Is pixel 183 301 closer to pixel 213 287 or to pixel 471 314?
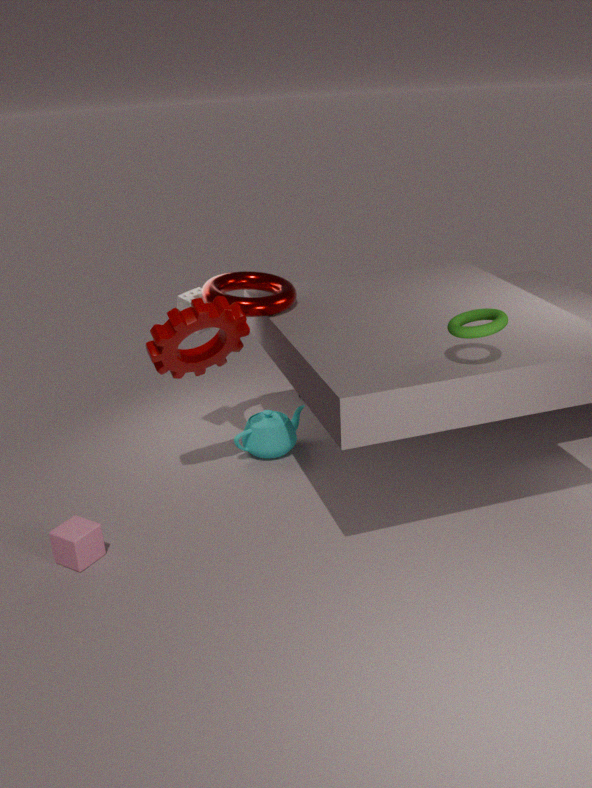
pixel 213 287
